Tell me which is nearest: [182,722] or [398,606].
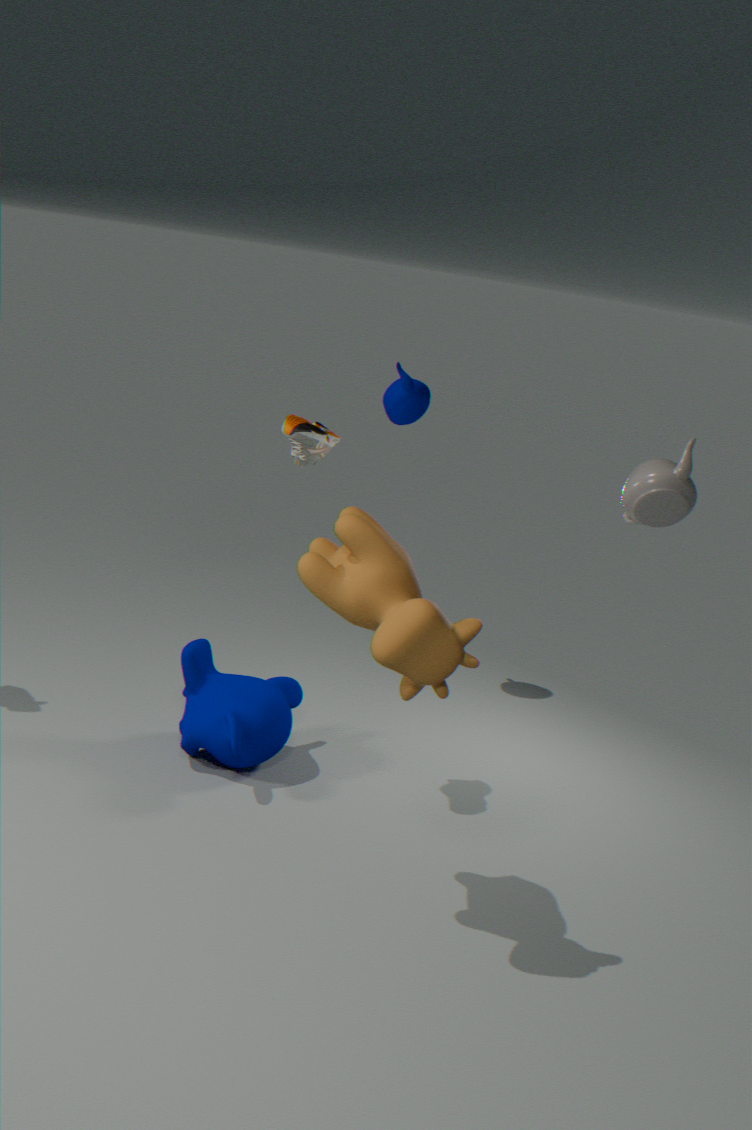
[398,606]
